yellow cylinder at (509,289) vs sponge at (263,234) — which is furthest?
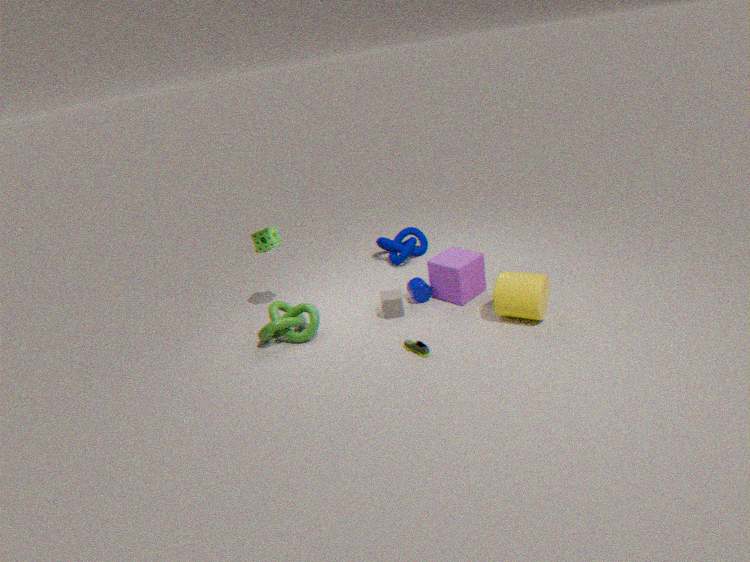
sponge at (263,234)
